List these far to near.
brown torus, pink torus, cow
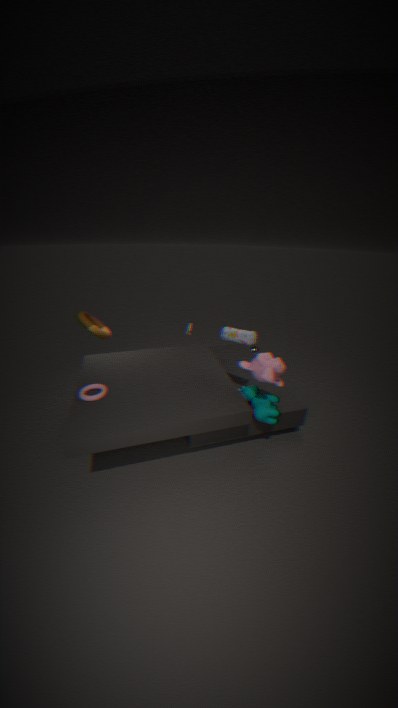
brown torus < cow < pink torus
